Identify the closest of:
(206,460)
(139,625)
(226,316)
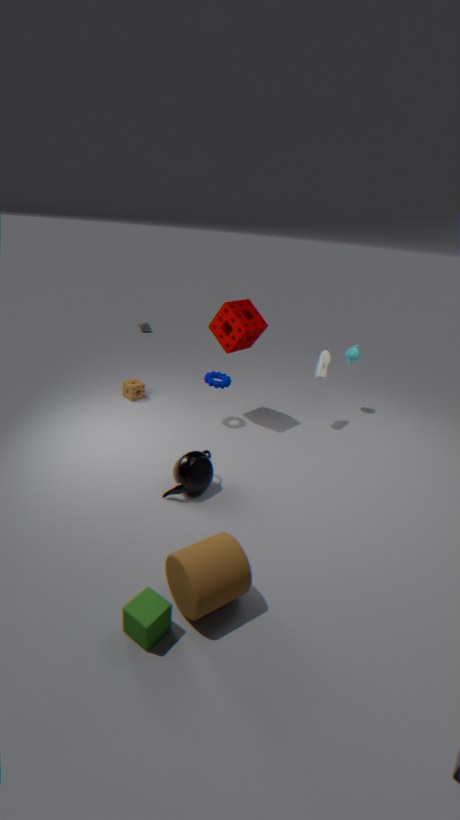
(139,625)
